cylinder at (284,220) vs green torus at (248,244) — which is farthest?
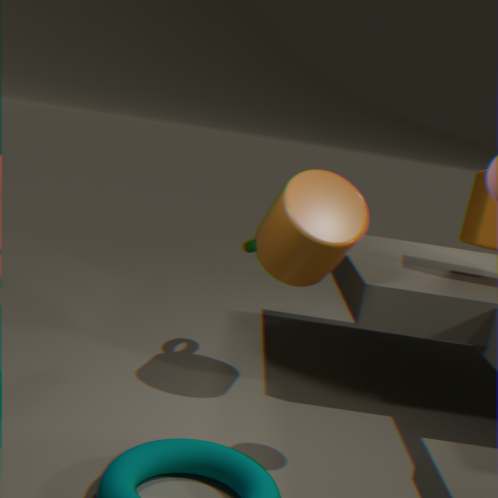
green torus at (248,244)
